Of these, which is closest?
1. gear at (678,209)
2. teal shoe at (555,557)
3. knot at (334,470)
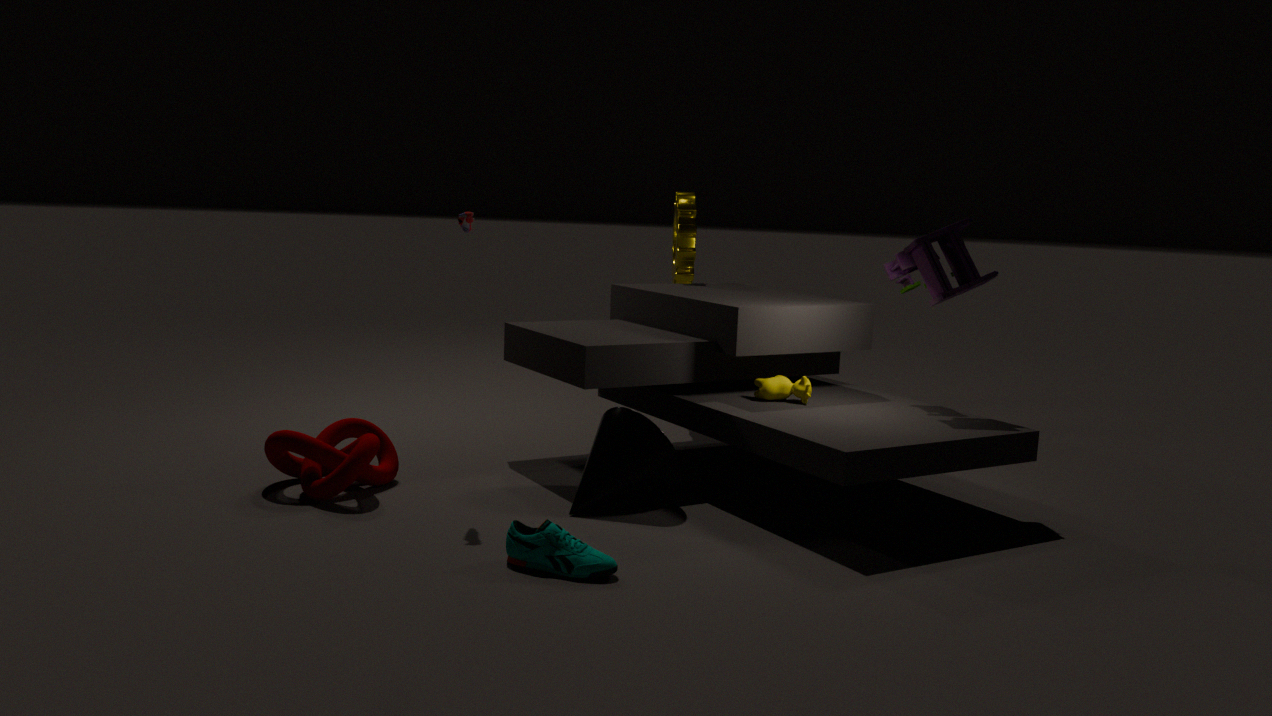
teal shoe at (555,557)
